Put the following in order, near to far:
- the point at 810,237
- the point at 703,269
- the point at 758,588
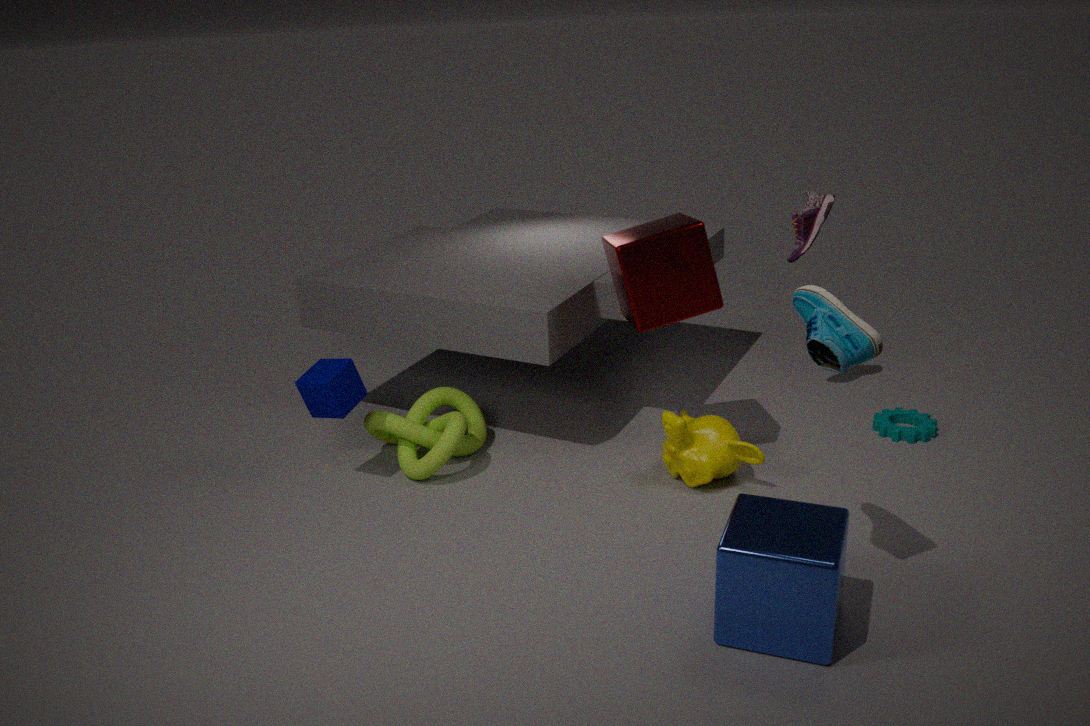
the point at 758,588, the point at 703,269, the point at 810,237
